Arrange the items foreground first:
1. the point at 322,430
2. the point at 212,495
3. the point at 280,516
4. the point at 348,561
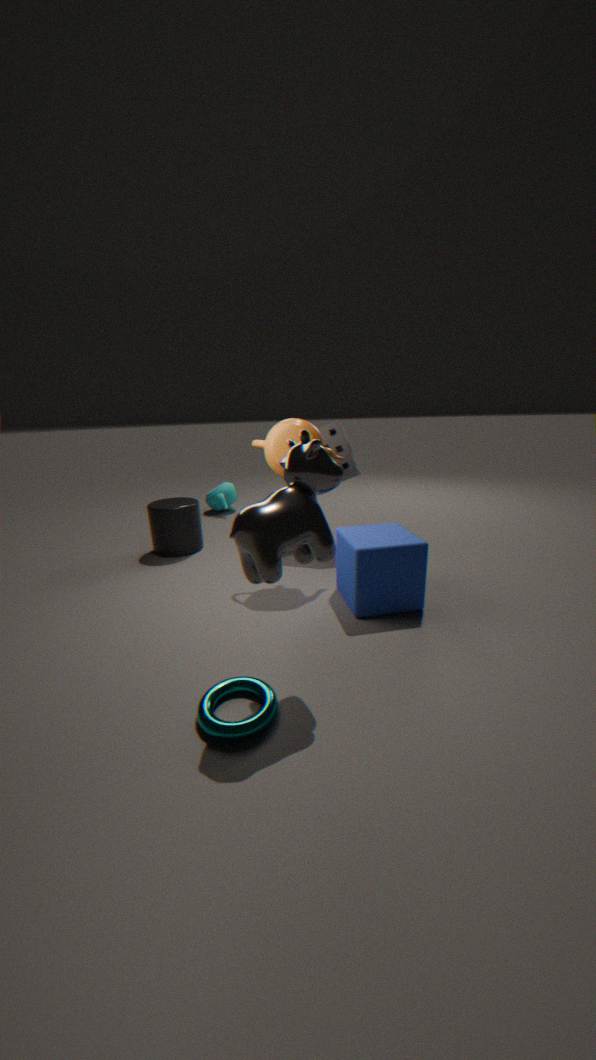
1. the point at 280,516
2. the point at 348,561
3. the point at 322,430
4. the point at 212,495
